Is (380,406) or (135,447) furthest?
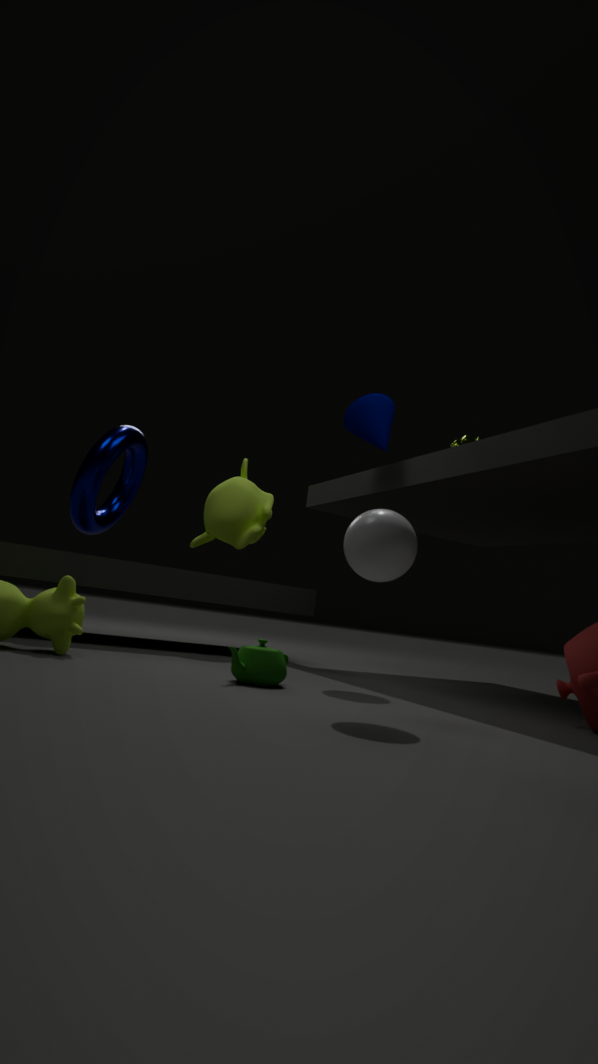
(135,447)
